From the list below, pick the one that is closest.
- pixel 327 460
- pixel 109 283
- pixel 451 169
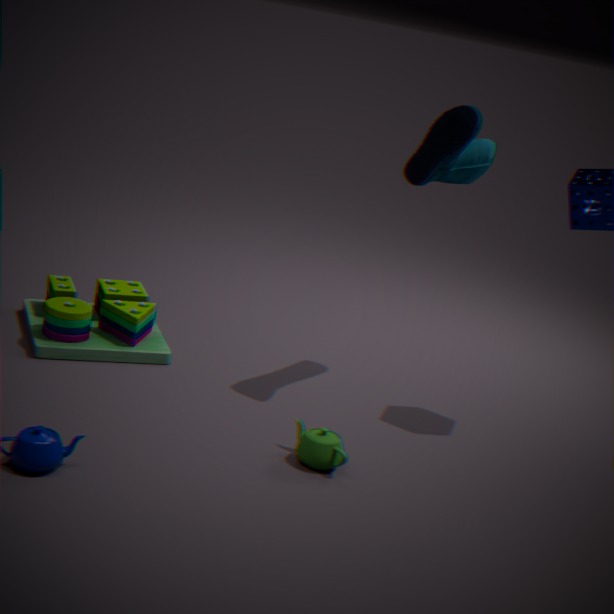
pixel 327 460
